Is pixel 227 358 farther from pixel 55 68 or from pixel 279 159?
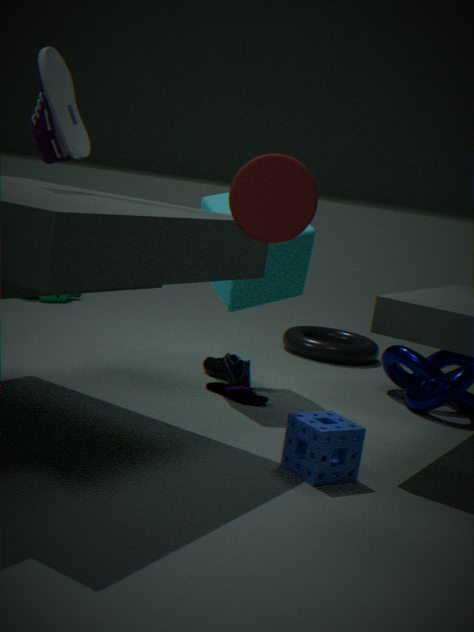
pixel 279 159
